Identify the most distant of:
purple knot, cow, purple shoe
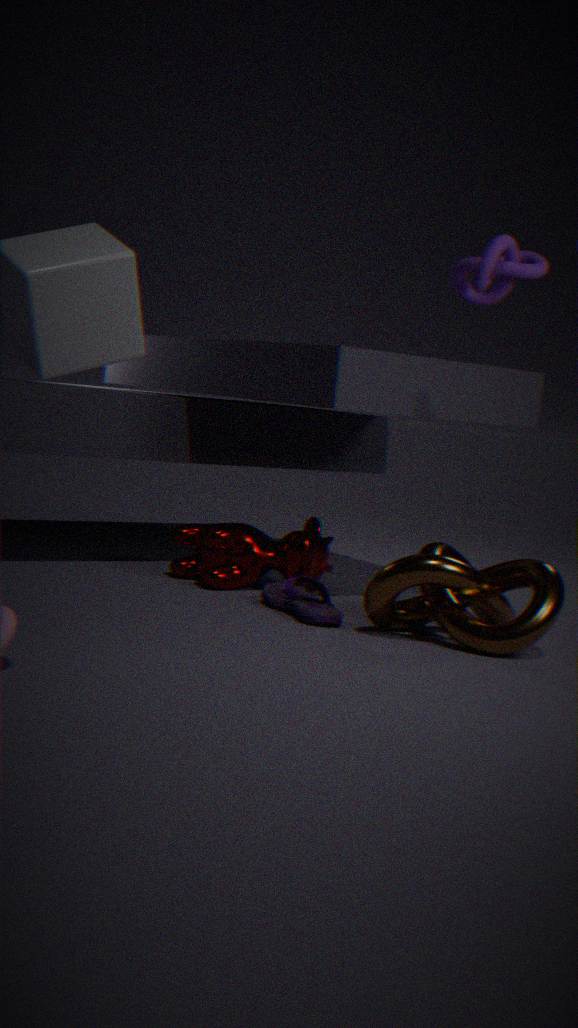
cow
